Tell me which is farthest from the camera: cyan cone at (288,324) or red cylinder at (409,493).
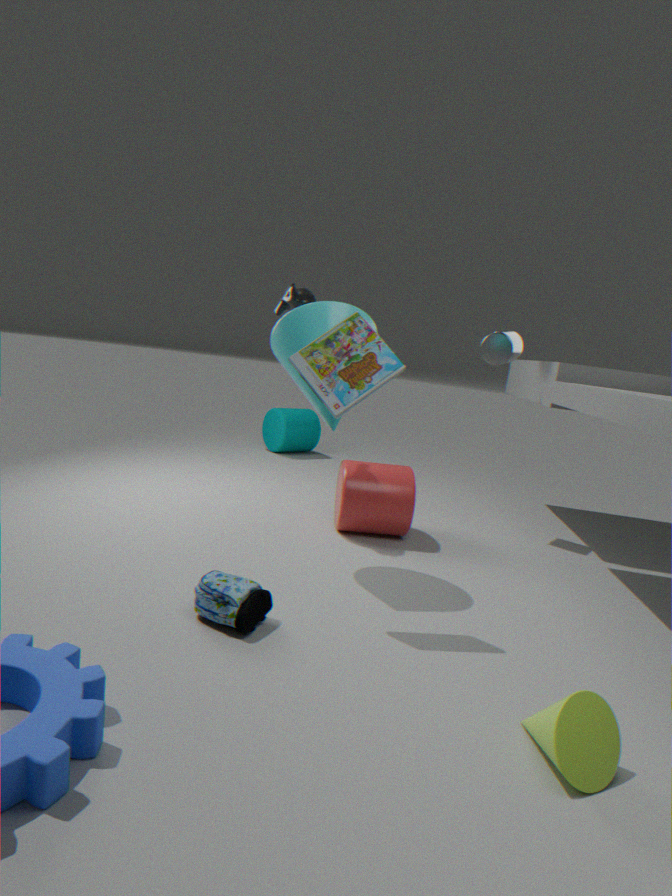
red cylinder at (409,493)
